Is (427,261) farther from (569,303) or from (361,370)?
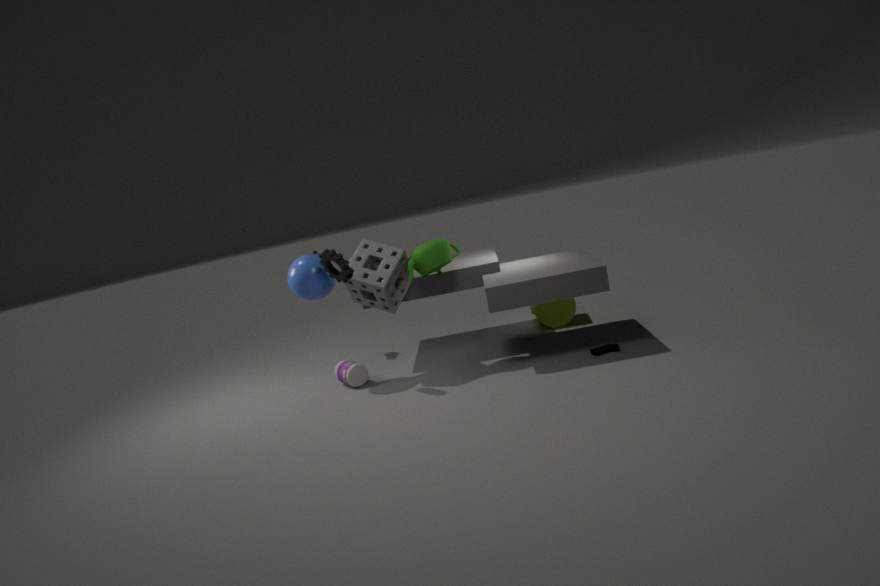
(569,303)
